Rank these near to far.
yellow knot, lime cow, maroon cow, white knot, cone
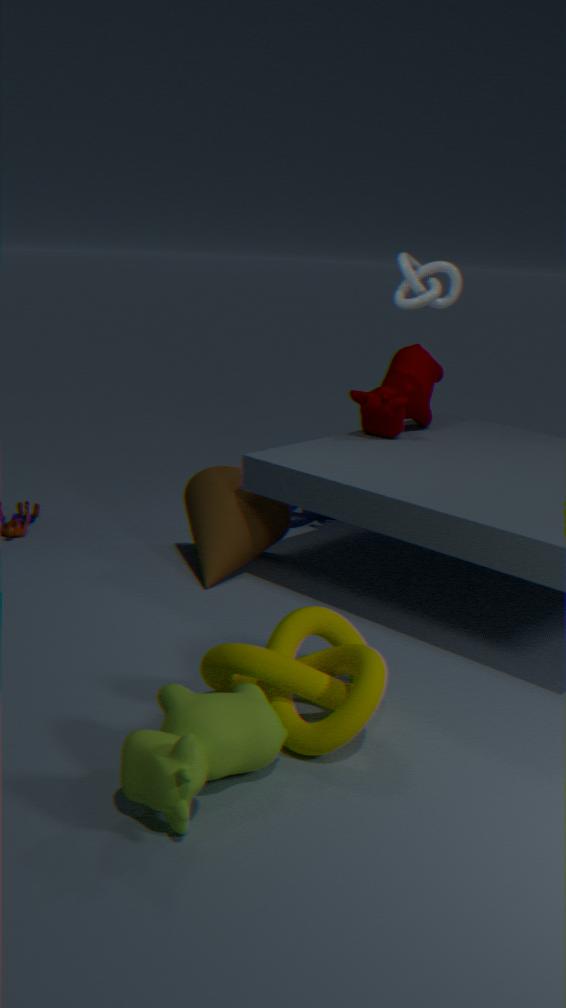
lime cow
yellow knot
white knot
cone
maroon cow
